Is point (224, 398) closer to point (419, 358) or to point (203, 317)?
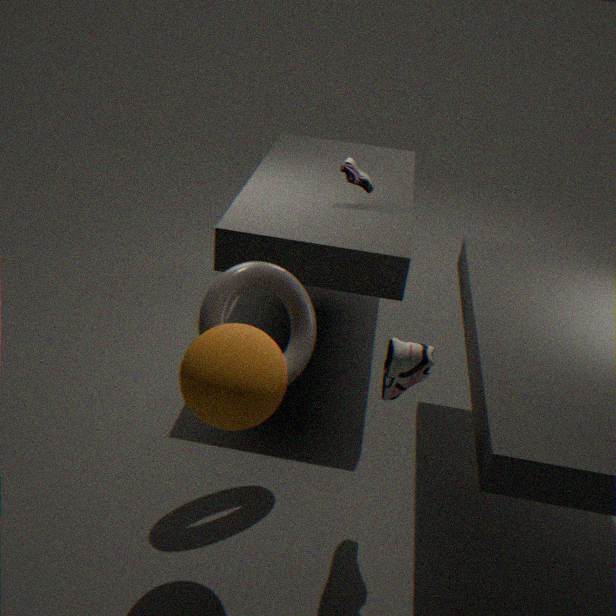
point (203, 317)
